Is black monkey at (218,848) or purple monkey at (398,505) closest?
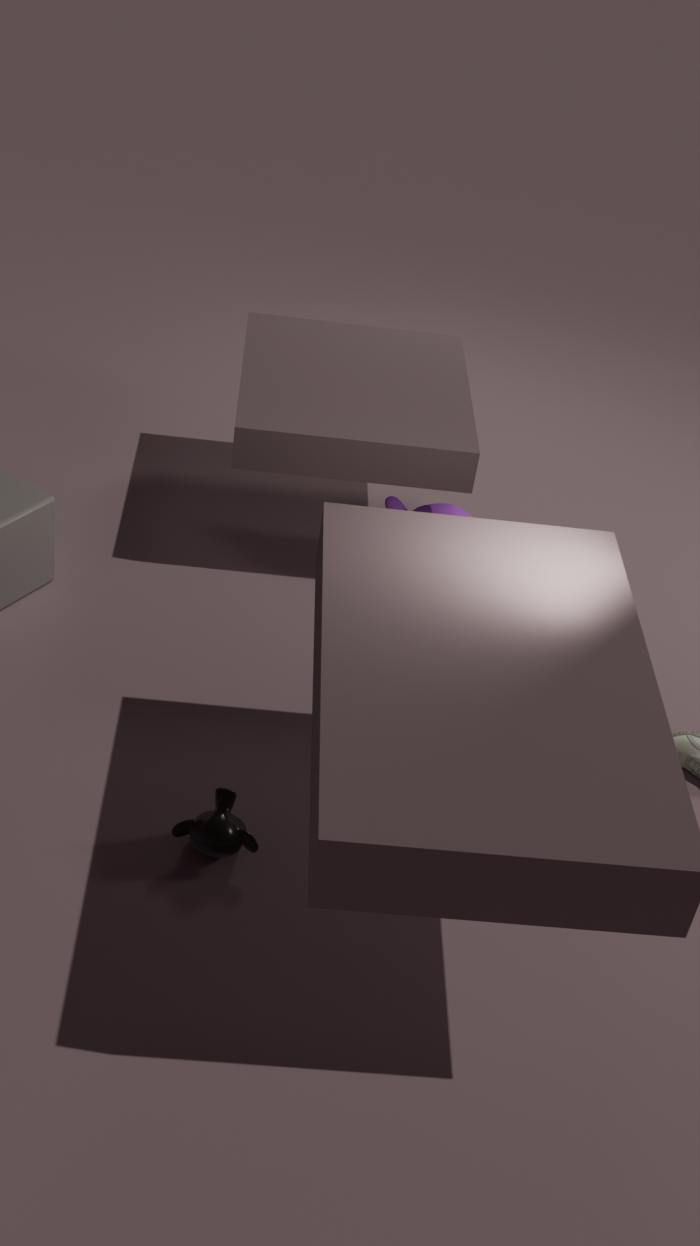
black monkey at (218,848)
